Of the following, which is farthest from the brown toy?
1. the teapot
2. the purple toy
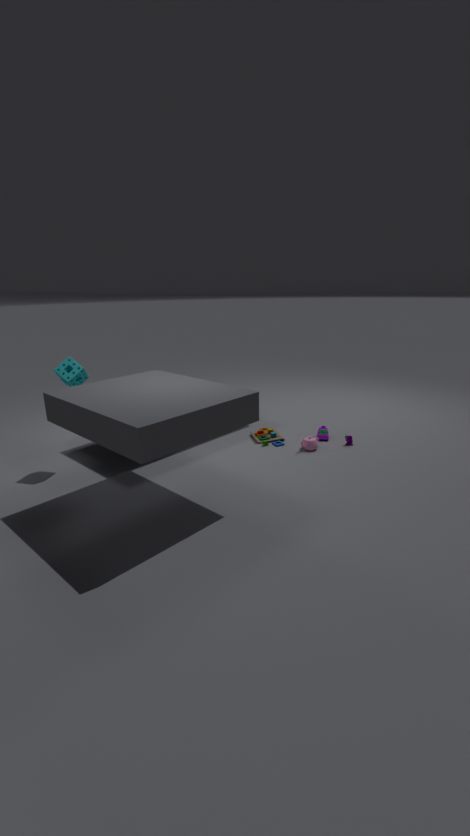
Result: the purple toy
